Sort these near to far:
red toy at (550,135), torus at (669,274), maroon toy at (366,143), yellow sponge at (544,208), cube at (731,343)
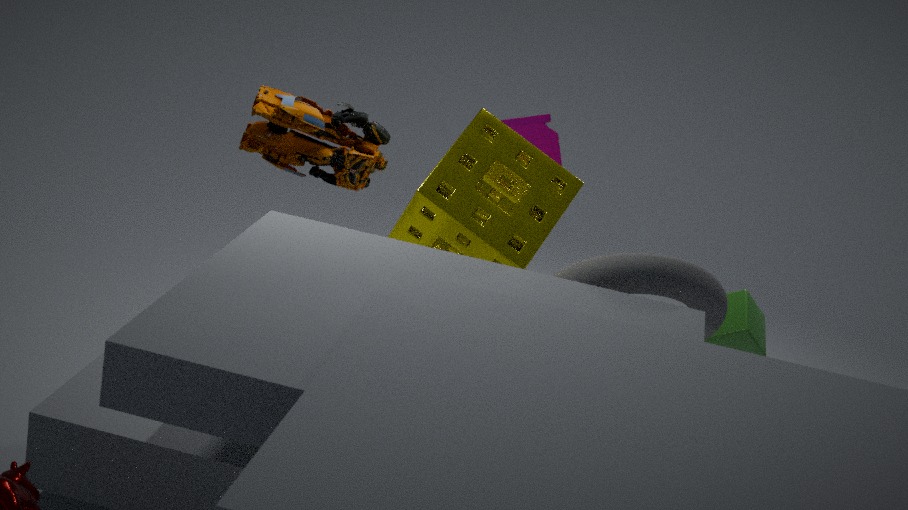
torus at (669,274) → yellow sponge at (544,208) → maroon toy at (366,143) → red toy at (550,135) → cube at (731,343)
